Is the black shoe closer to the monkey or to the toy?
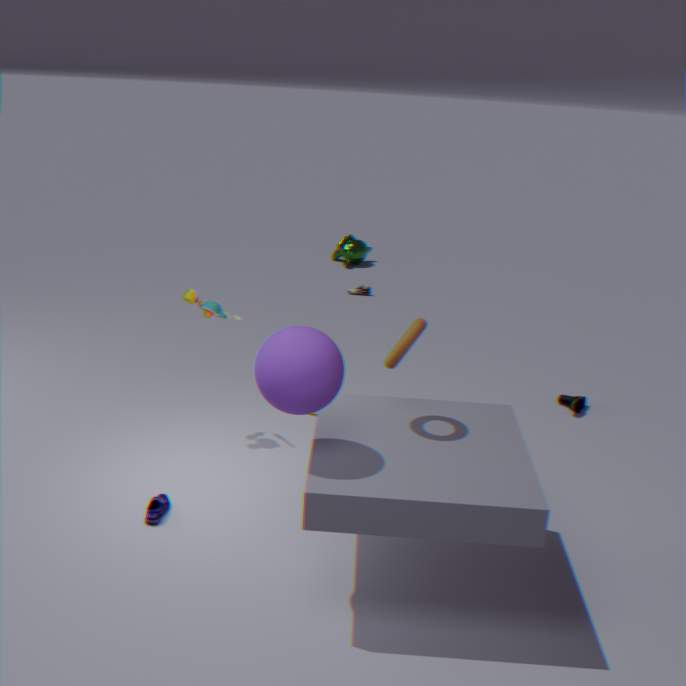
the toy
